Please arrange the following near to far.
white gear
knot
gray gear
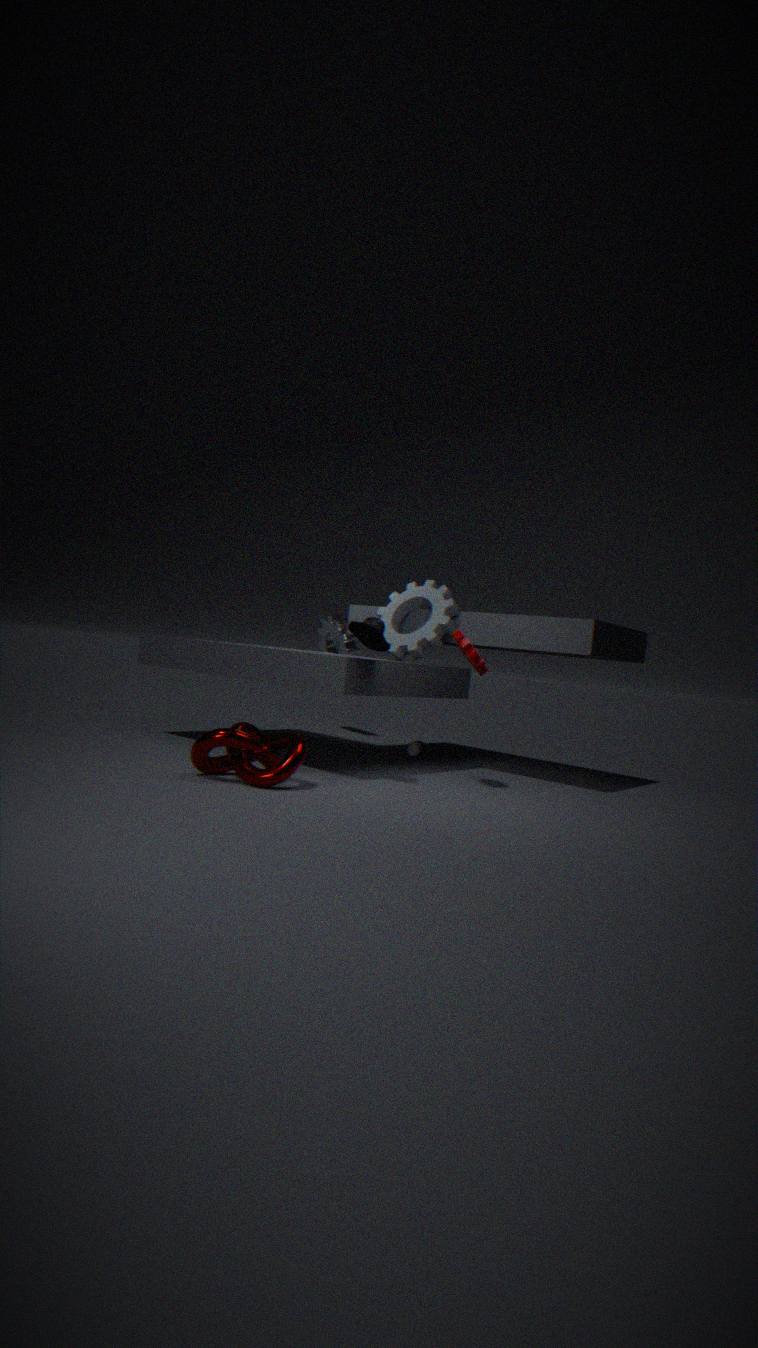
knot
gray gear
white gear
